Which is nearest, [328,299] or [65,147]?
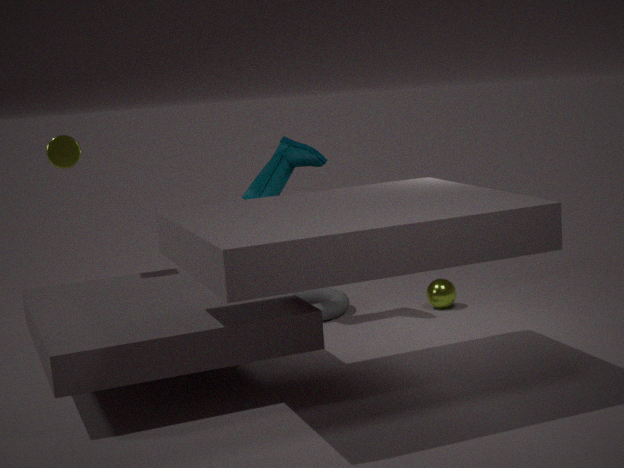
[65,147]
